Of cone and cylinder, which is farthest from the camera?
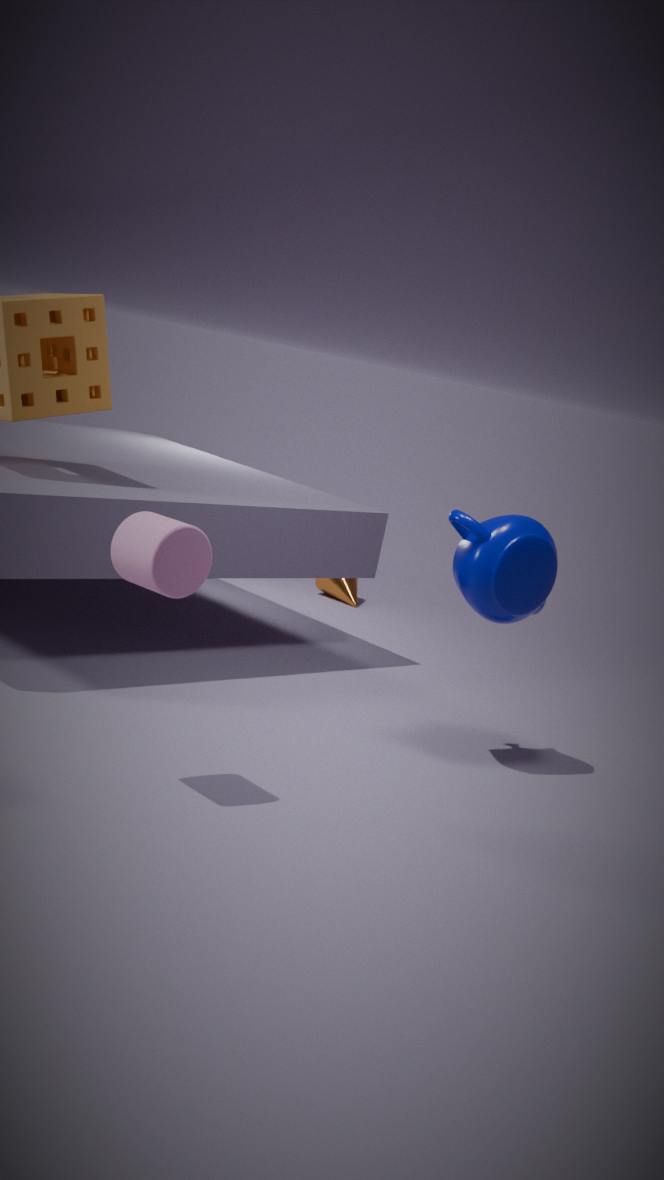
cone
